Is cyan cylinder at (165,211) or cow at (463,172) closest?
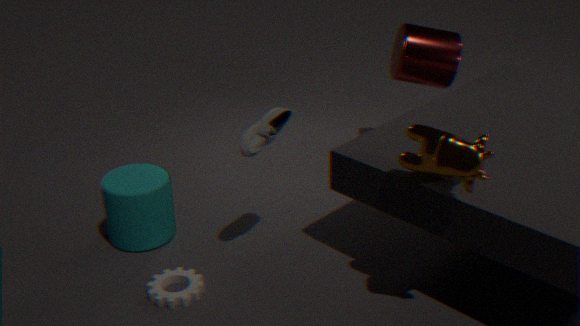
cow at (463,172)
